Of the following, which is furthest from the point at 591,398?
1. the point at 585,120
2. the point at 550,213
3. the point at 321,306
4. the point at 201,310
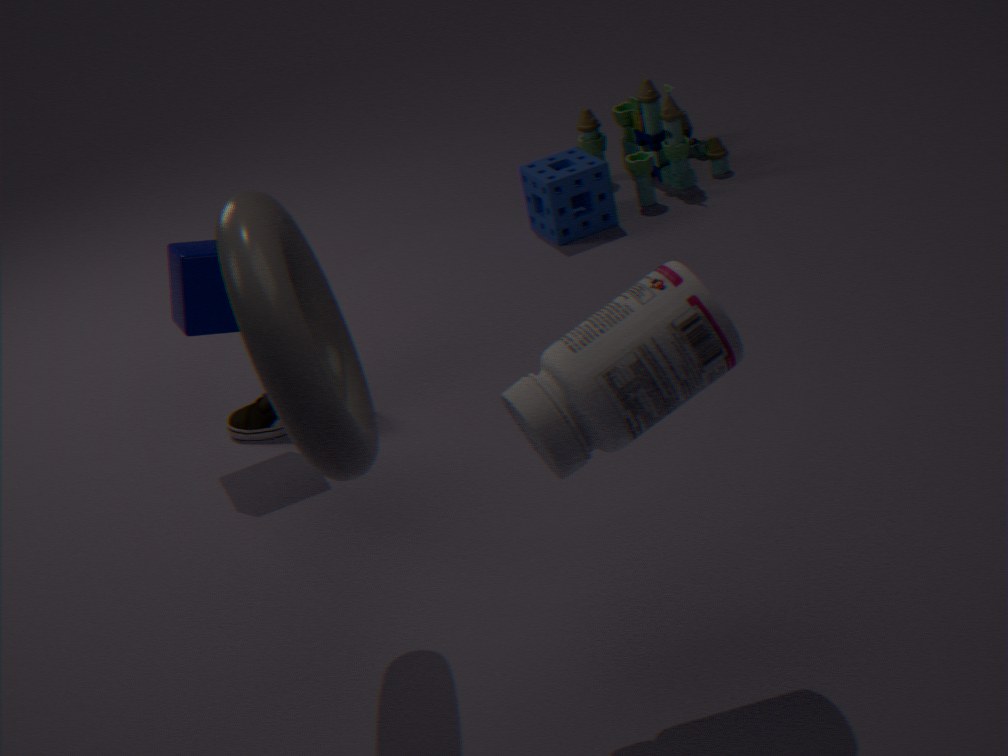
the point at 585,120
